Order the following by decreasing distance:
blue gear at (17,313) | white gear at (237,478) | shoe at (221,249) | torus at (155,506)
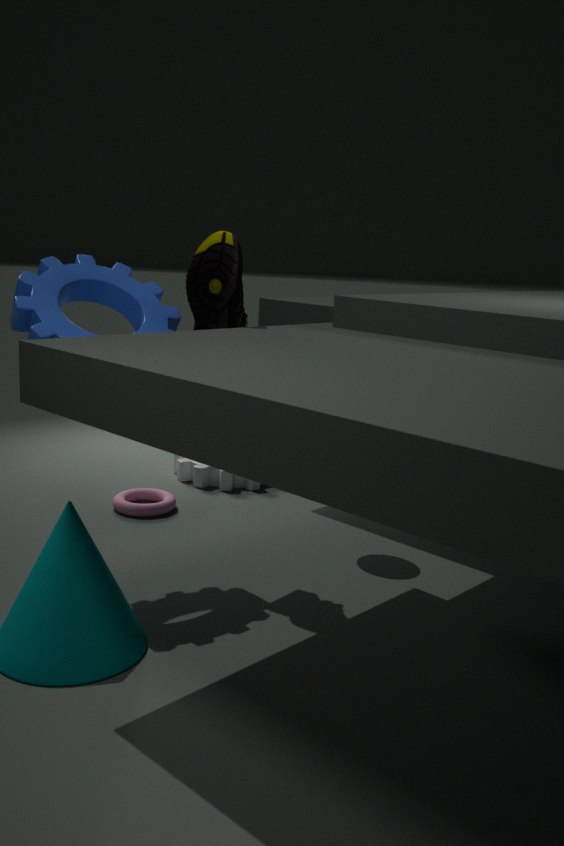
white gear at (237,478), torus at (155,506), shoe at (221,249), blue gear at (17,313)
